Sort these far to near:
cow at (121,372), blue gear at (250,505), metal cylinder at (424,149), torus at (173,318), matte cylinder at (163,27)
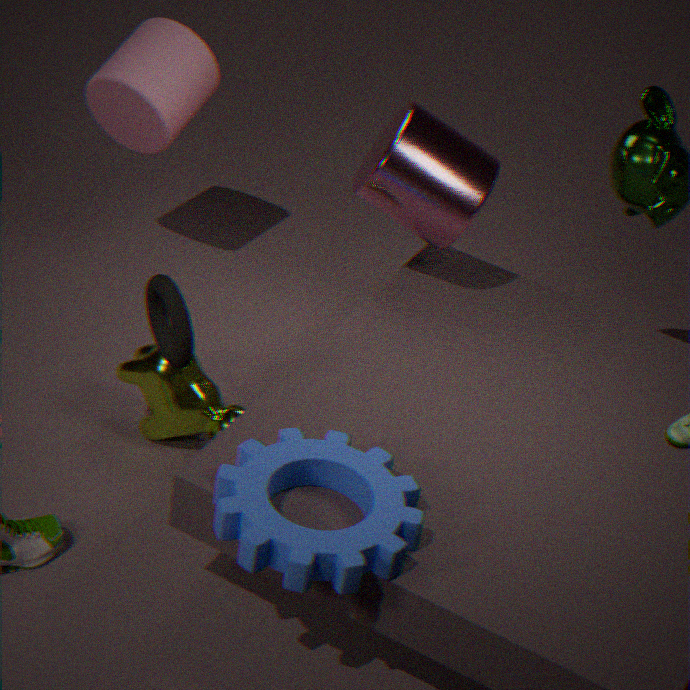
1. matte cylinder at (163,27)
2. metal cylinder at (424,149)
3. cow at (121,372)
4. torus at (173,318)
5. blue gear at (250,505)
